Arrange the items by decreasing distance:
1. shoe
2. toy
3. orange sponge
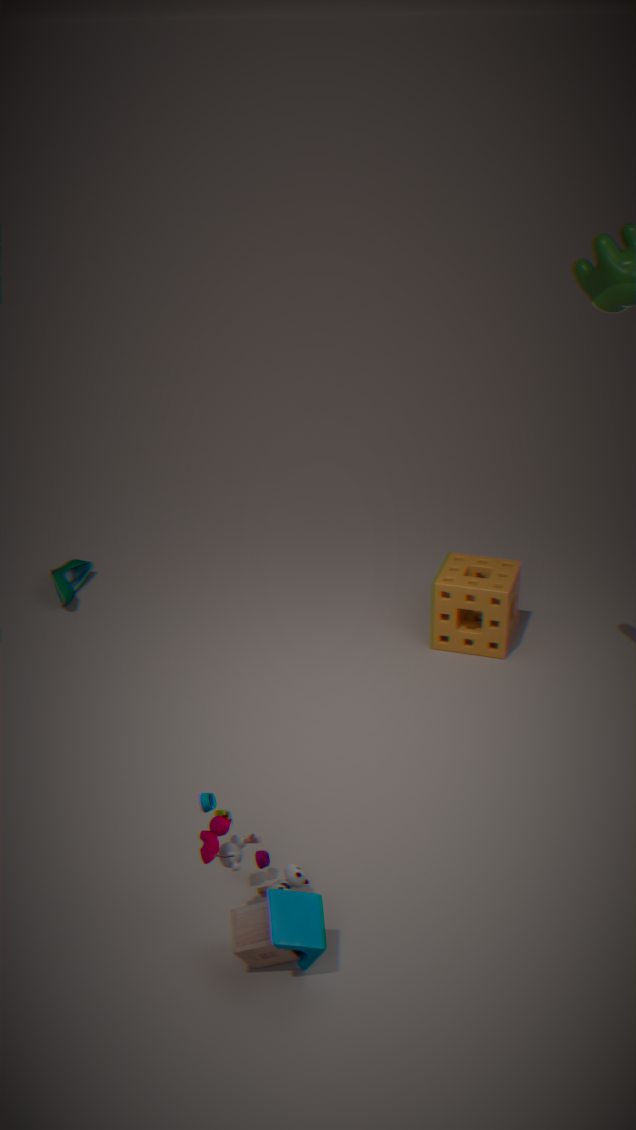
shoe → orange sponge → toy
